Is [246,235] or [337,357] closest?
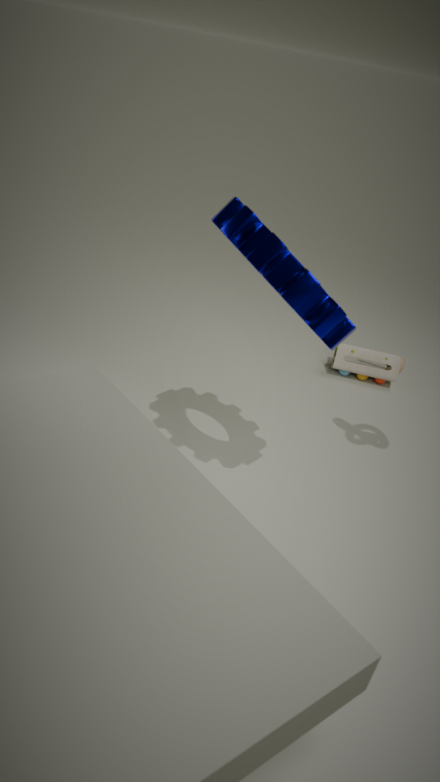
[246,235]
